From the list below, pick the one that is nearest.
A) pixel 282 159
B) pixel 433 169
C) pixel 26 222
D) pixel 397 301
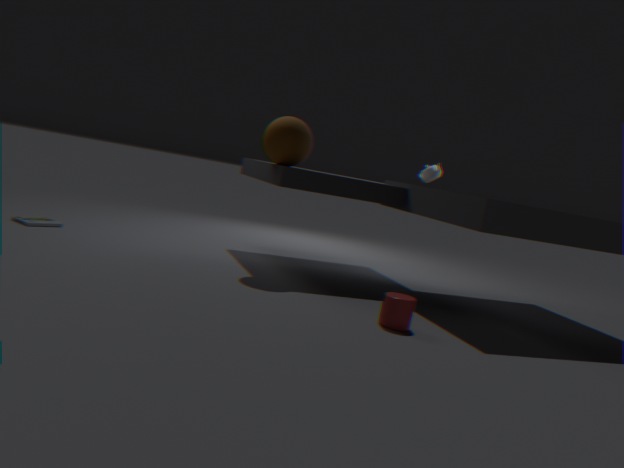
pixel 397 301
